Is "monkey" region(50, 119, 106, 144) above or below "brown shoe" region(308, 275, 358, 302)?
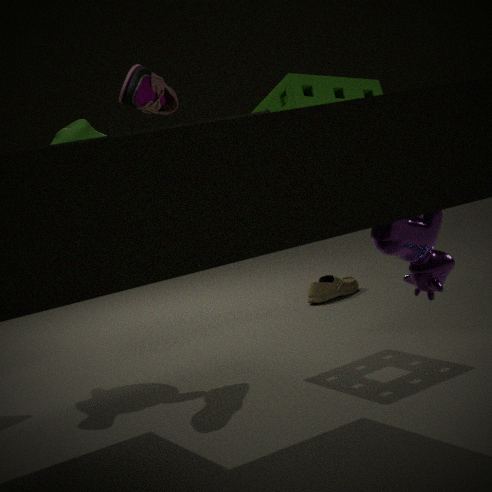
above
